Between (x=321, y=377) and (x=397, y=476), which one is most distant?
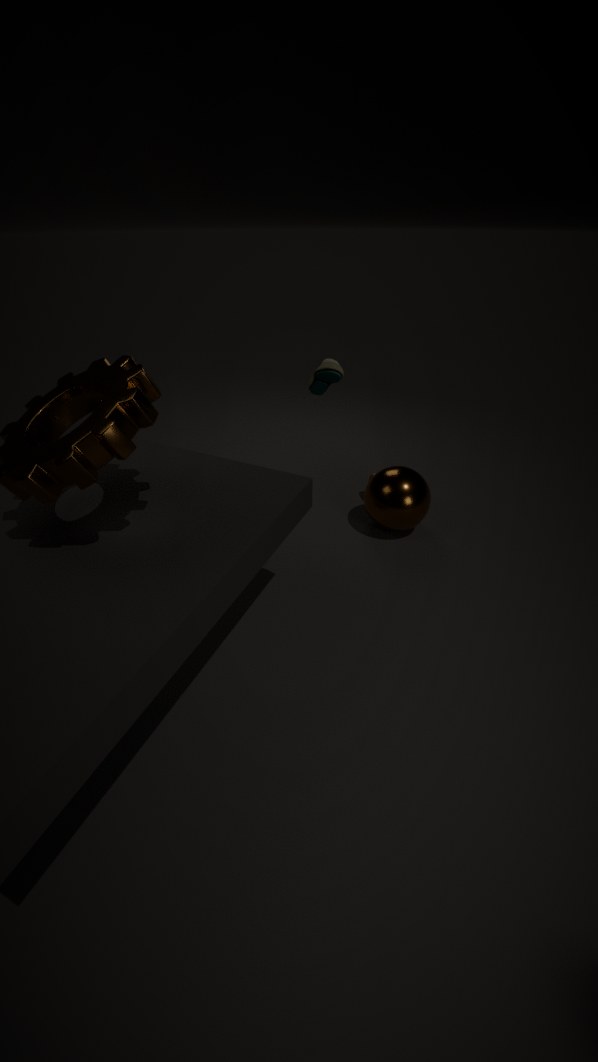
(x=397, y=476)
